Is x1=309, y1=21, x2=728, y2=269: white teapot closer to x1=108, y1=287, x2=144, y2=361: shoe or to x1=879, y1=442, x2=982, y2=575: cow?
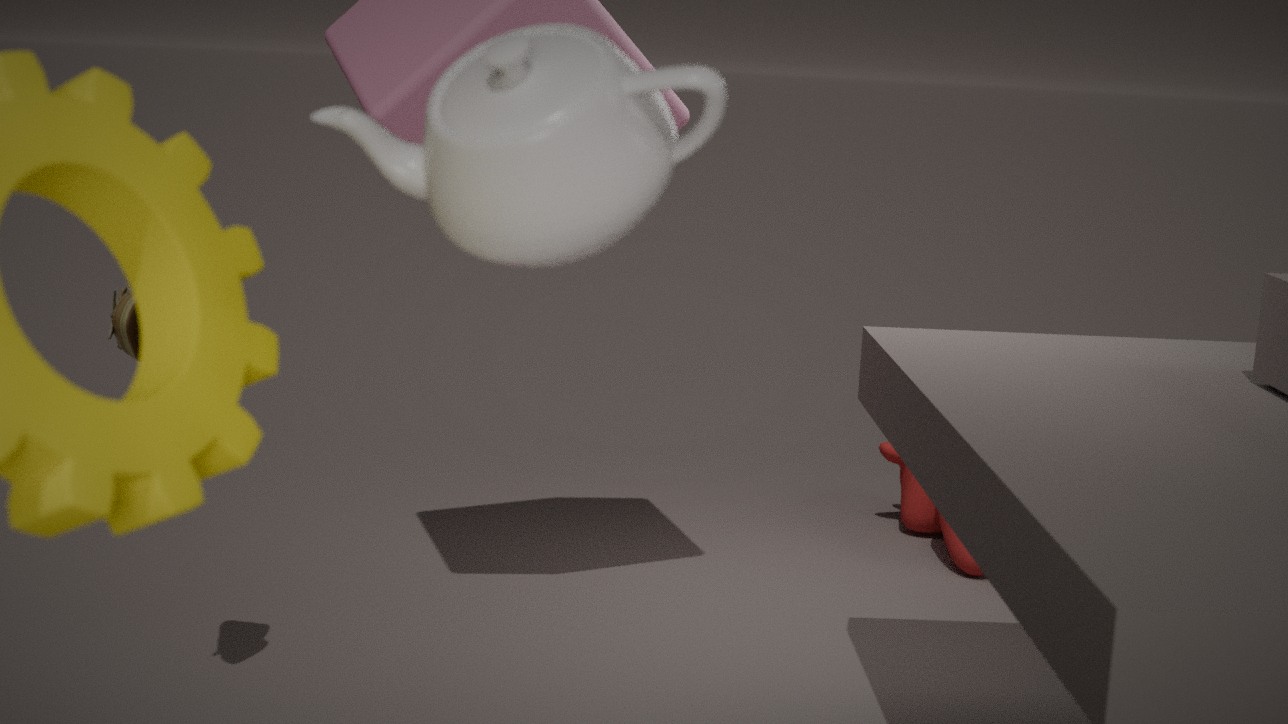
x1=108, y1=287, x2=144, y2=361: shoe
